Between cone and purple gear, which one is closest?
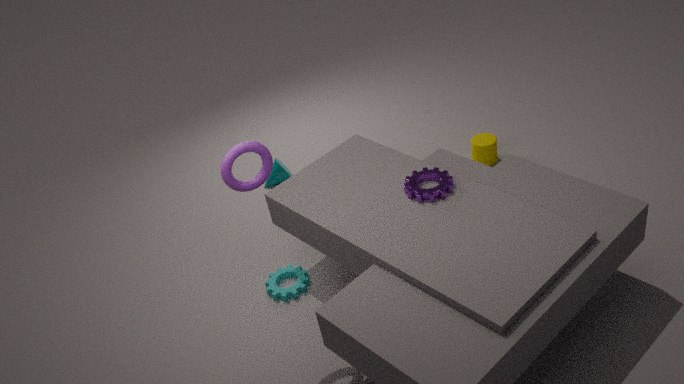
purple gear
